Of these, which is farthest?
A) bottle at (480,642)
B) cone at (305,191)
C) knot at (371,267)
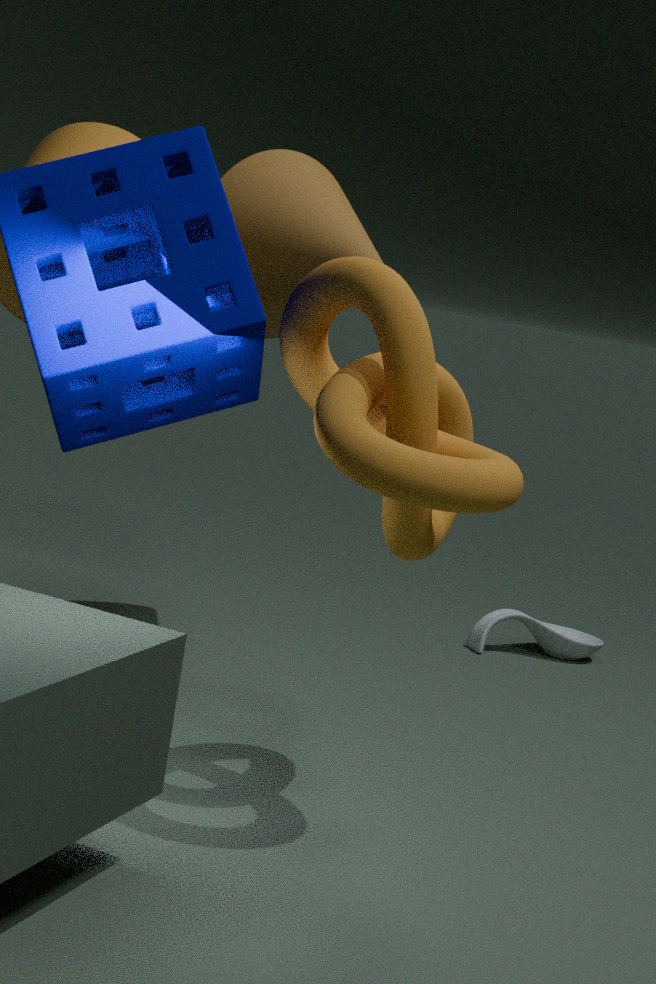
bottle at (480,642)
